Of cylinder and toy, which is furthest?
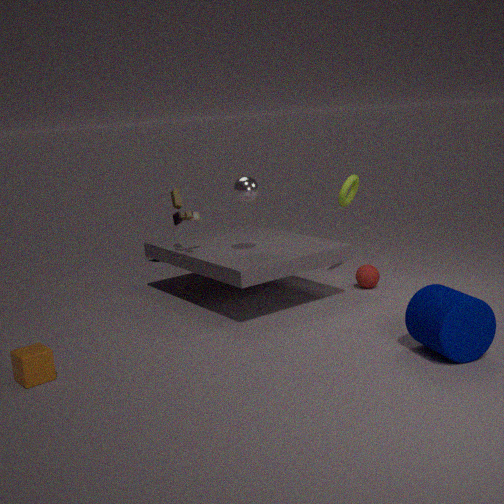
toy
